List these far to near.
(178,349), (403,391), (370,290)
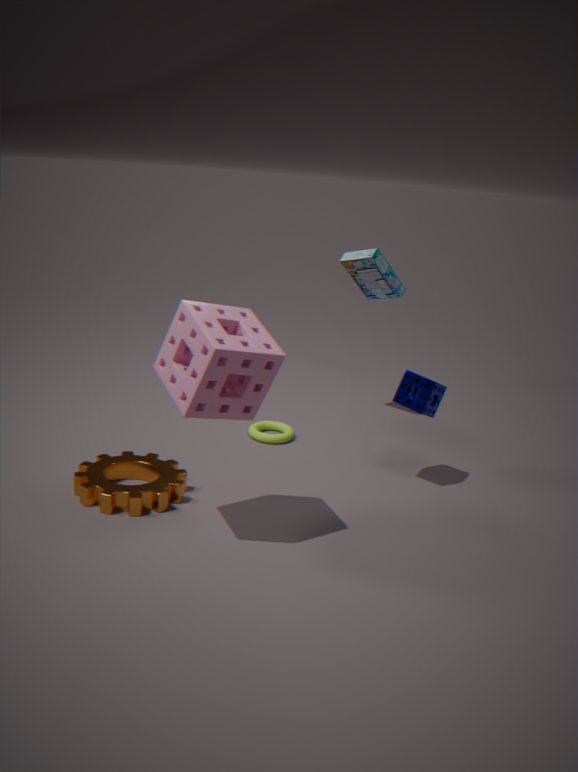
(370,290)
(403,391)
(178,349)
